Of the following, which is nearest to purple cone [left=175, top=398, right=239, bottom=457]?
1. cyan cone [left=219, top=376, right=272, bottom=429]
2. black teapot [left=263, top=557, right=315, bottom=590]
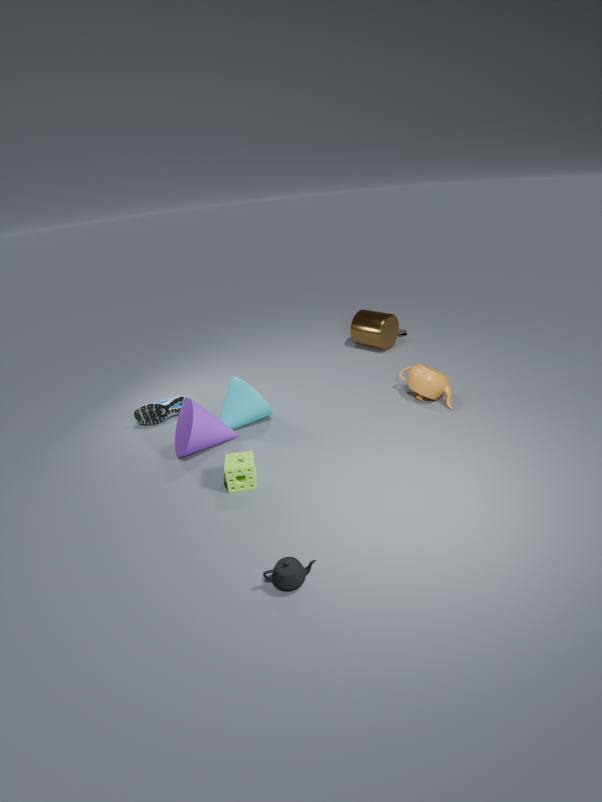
cyan cone [left=219, top=376, right=272, bottom=429]
